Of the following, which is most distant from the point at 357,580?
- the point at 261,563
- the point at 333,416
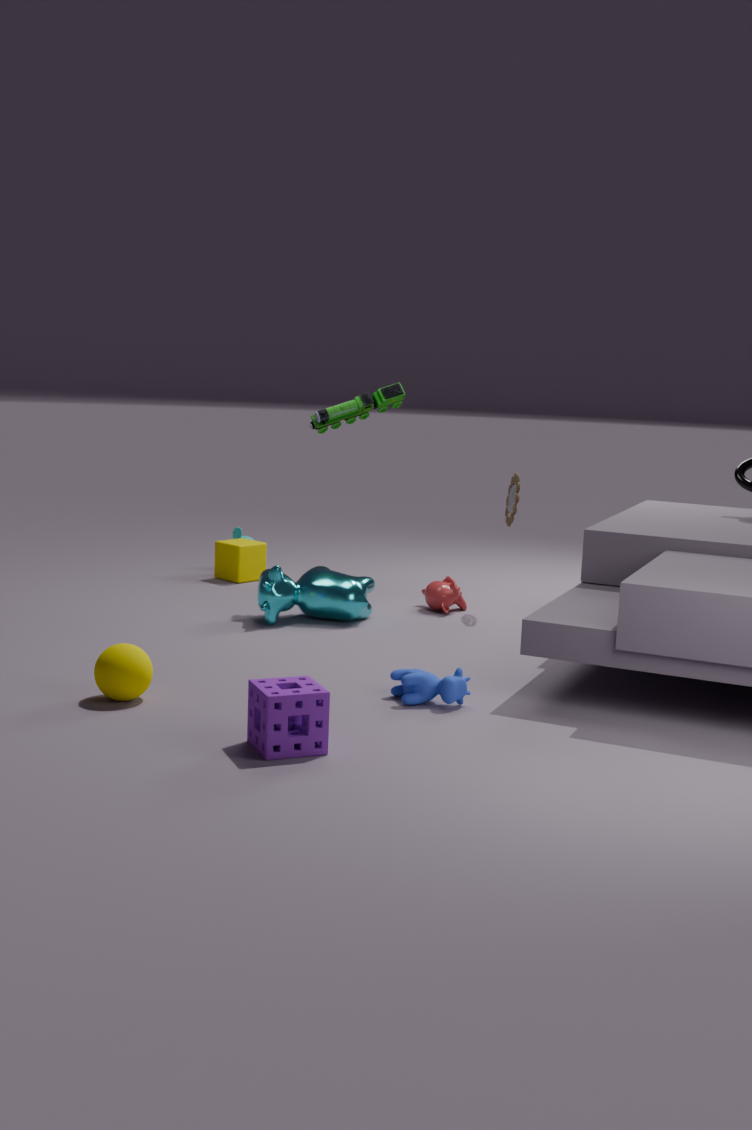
the point at 261,563
